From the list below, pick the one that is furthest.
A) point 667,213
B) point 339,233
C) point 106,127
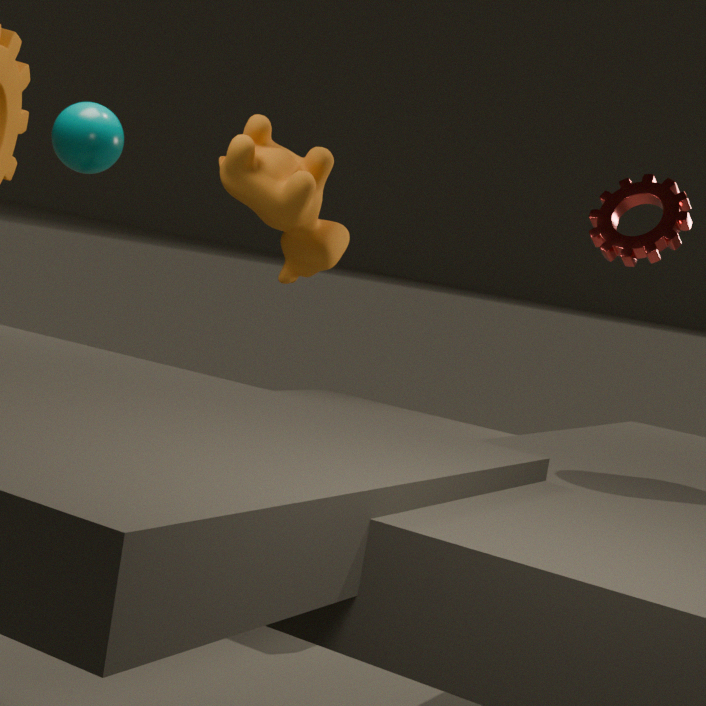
point 339,233
